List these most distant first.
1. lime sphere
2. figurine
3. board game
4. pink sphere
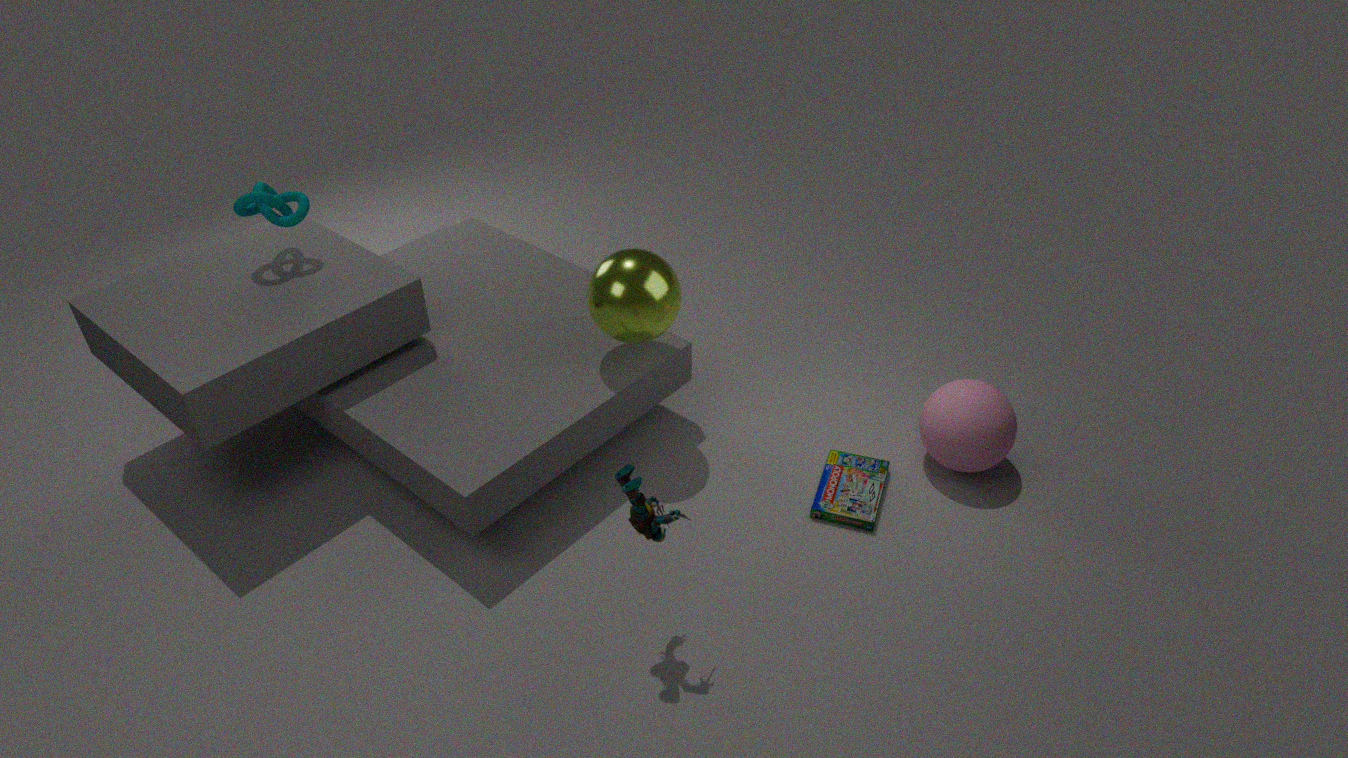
pink sphere → board game → lime sphere → figurine
